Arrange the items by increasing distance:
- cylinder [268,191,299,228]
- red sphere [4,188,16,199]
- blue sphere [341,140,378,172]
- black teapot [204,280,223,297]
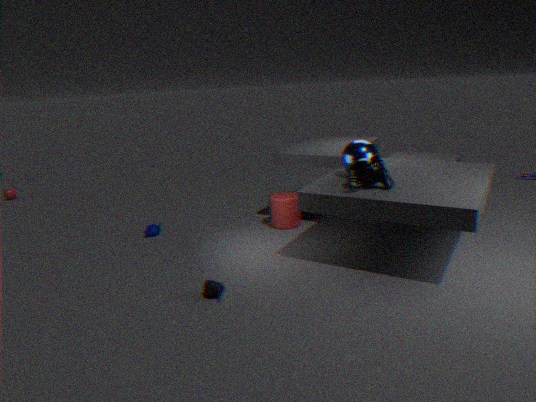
black teapot [204,280,223,297]
blue sphere [341,140,378,172]
cylinder [268,191,299,228]
red sphere [4,188,16,199]
